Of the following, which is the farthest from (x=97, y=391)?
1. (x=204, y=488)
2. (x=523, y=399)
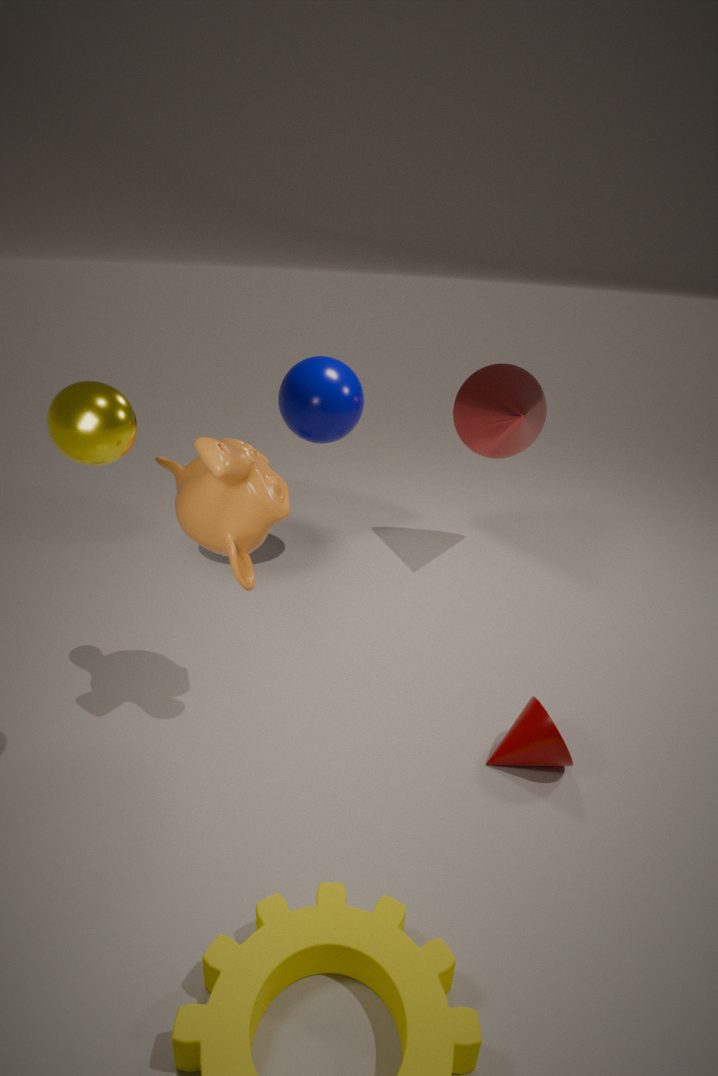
(x=523, y=399)
